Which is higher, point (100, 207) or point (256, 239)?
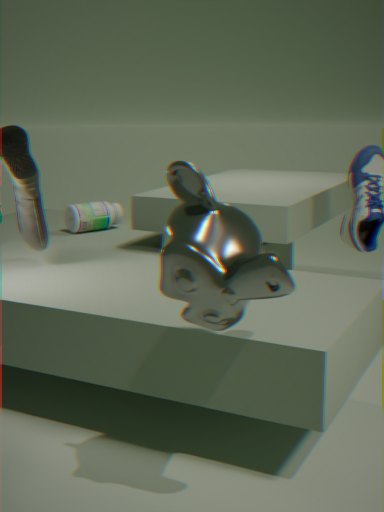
point (256, 239)
